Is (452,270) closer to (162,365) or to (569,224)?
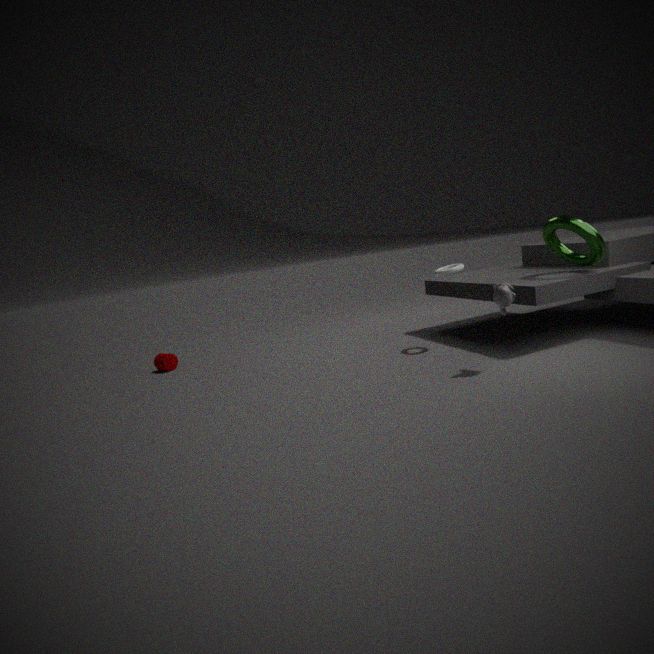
(569,224)
